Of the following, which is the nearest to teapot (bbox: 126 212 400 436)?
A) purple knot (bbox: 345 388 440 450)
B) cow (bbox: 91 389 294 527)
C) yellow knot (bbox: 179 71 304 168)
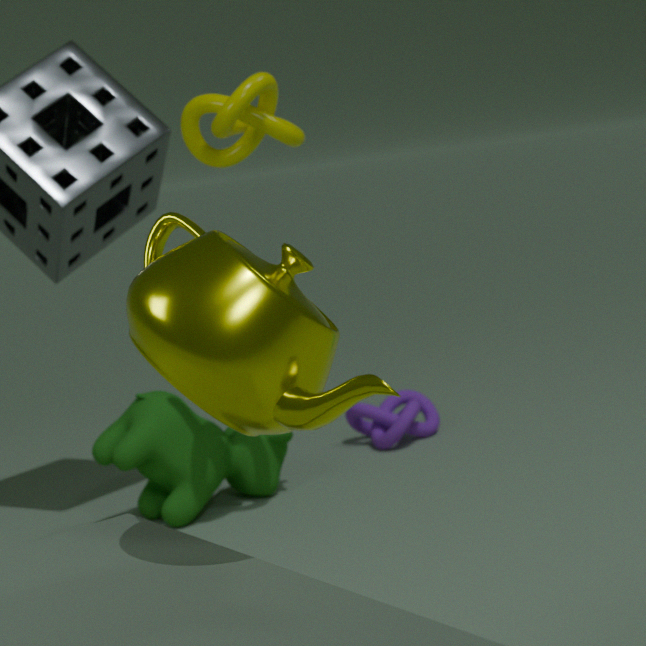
yellow knot (bbox: 179 71 304 168)
